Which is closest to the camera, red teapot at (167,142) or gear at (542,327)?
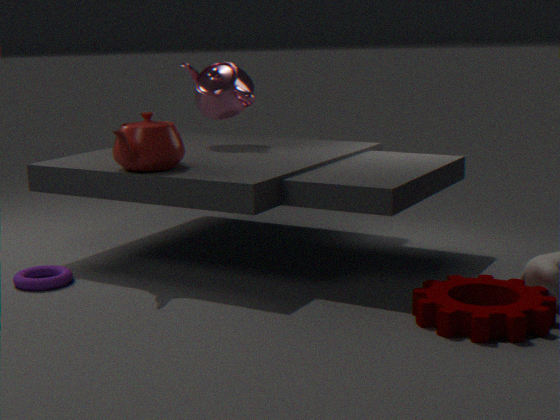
gear at (542,327)
